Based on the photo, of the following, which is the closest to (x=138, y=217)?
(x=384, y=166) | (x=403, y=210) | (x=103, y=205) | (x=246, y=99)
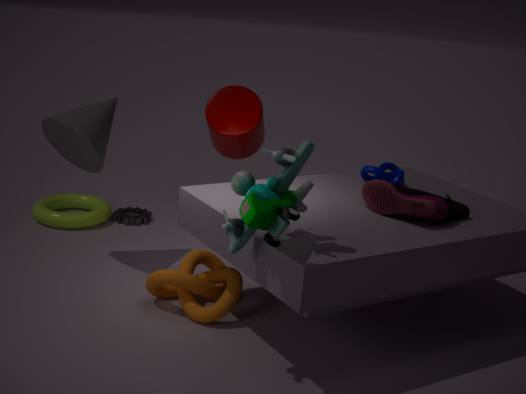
(x=103, y=205)
